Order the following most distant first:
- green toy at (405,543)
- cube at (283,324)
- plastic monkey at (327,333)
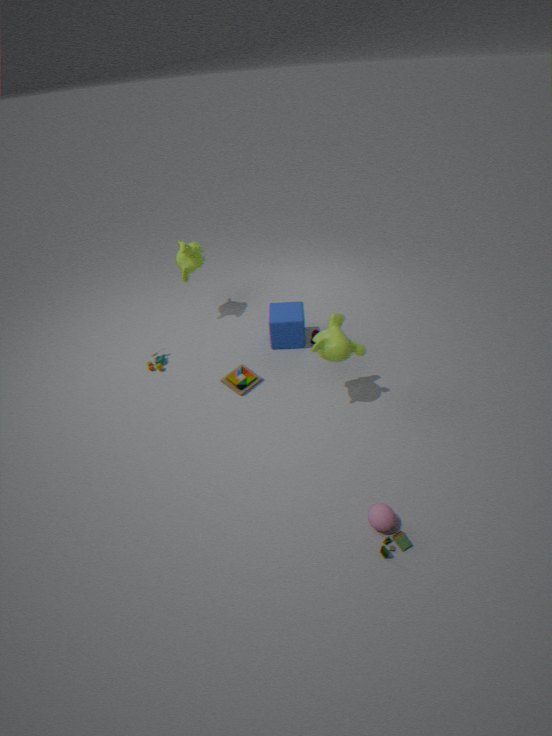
cube at (283,324) < plastic monkey at (327,333) < green toy at (405,543)
